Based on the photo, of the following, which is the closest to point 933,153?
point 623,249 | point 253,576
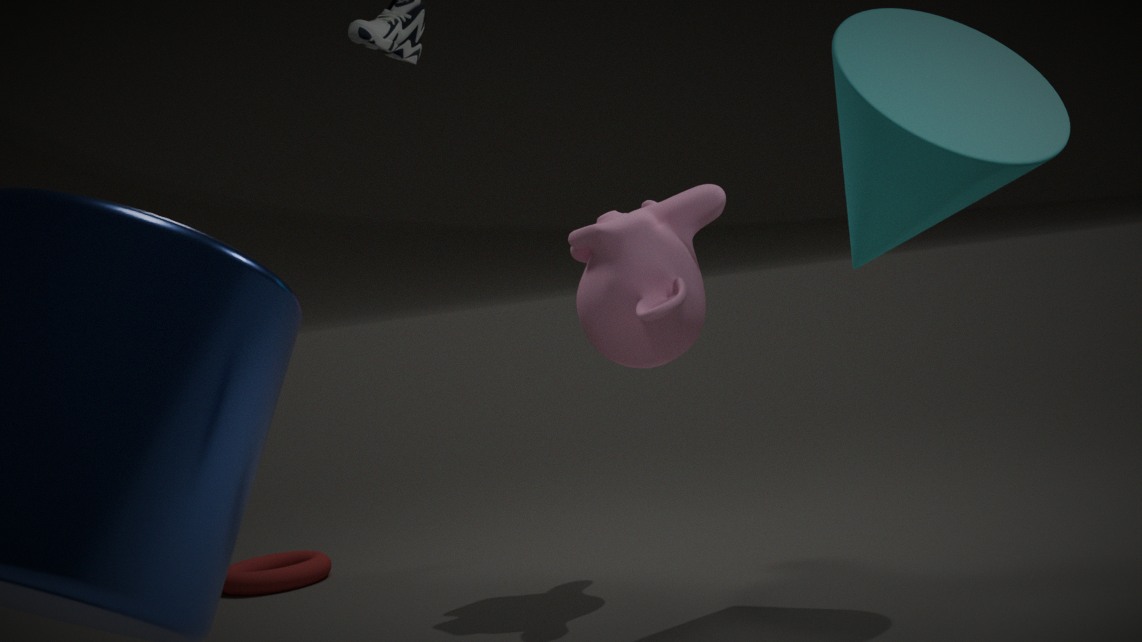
point 623,249
